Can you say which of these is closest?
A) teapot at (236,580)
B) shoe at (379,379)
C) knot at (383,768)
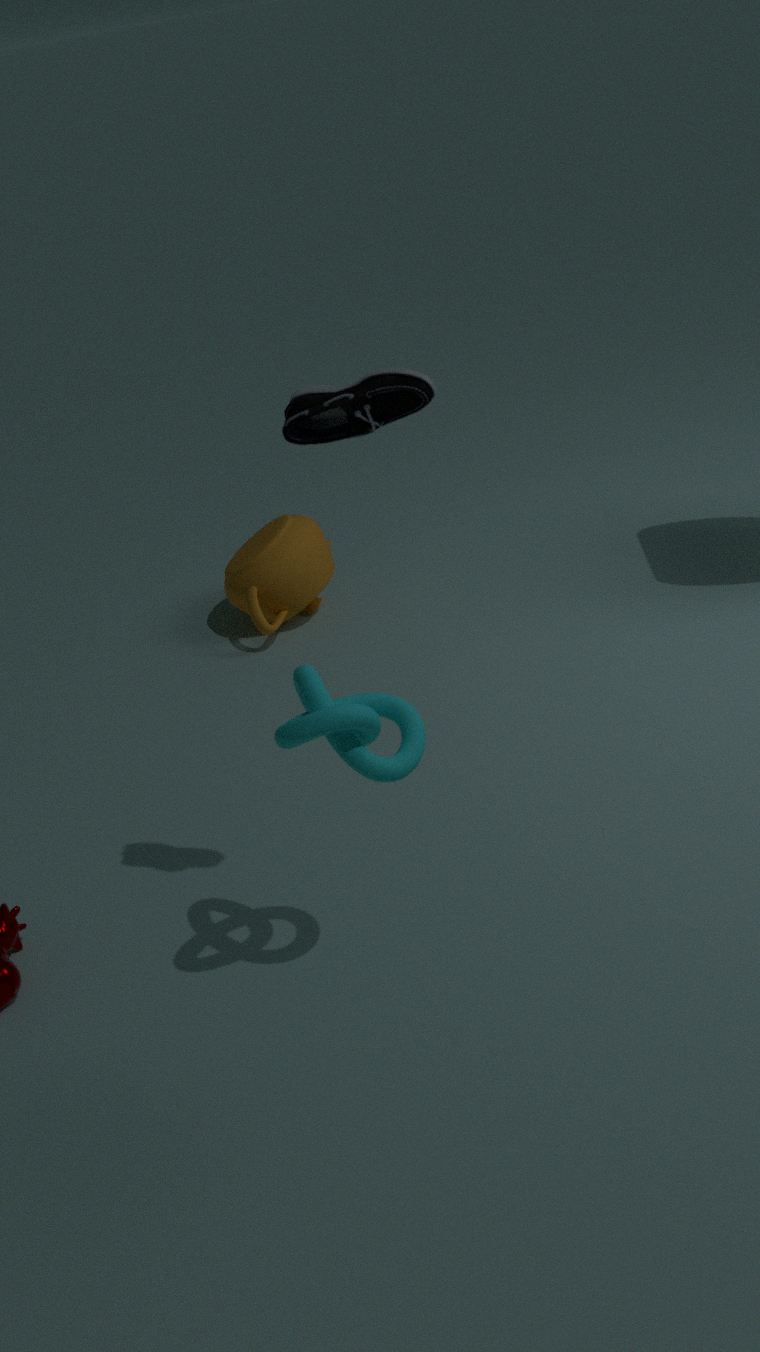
shoe at (379,379)
